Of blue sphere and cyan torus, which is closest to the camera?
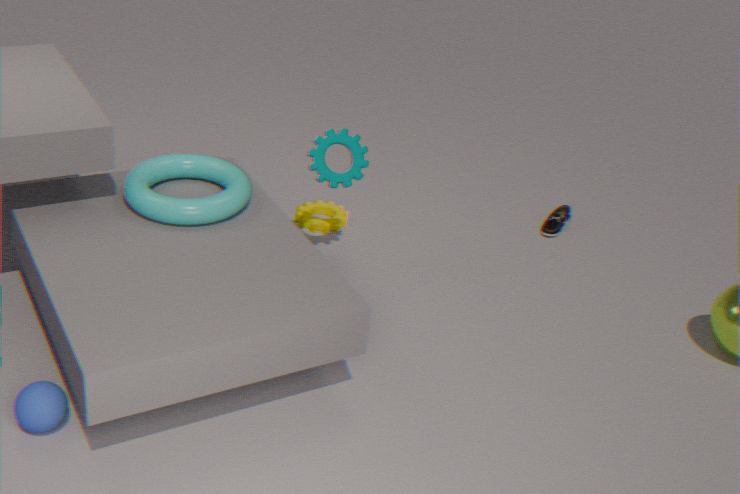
blue sphere
